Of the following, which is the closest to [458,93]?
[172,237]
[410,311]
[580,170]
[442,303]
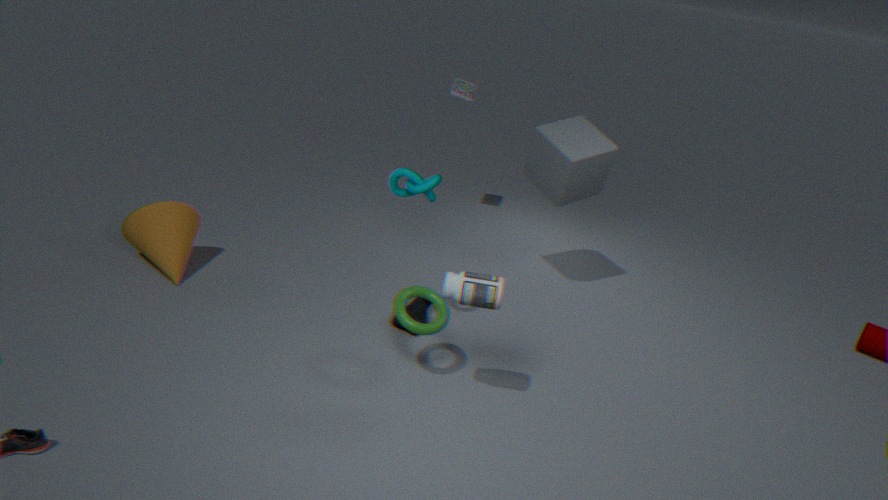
[580,170]
